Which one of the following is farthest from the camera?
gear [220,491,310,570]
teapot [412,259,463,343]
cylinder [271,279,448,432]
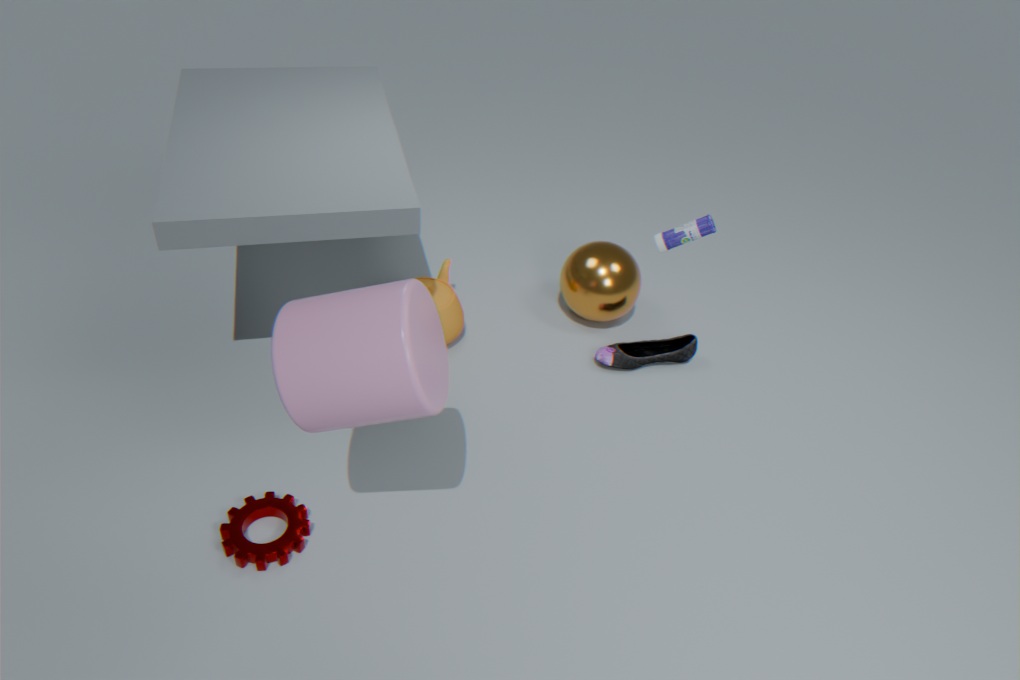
teapot [412,259,463,343]
